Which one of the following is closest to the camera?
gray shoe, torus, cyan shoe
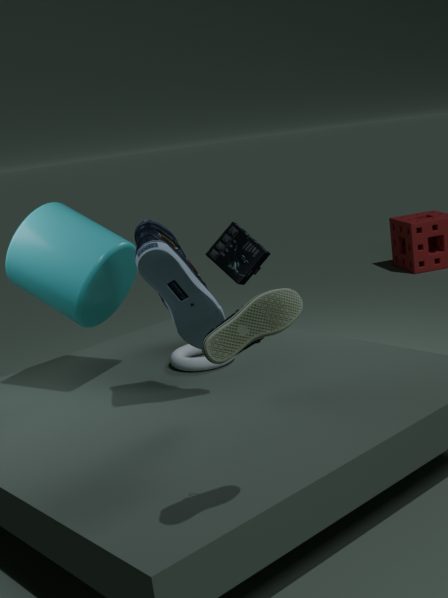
gray shoe
